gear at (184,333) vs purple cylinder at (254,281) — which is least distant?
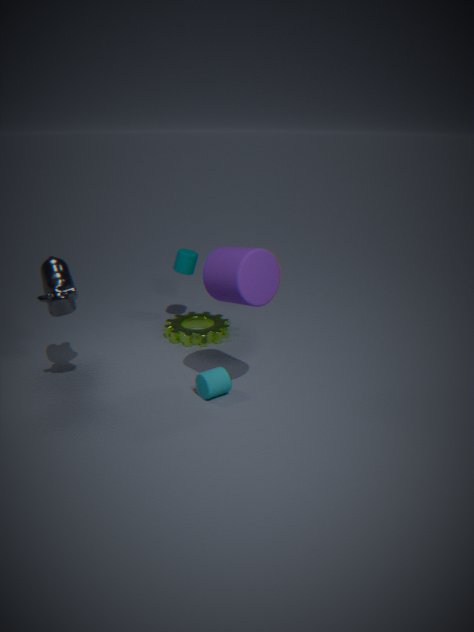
purple cylinder at (254,281)
